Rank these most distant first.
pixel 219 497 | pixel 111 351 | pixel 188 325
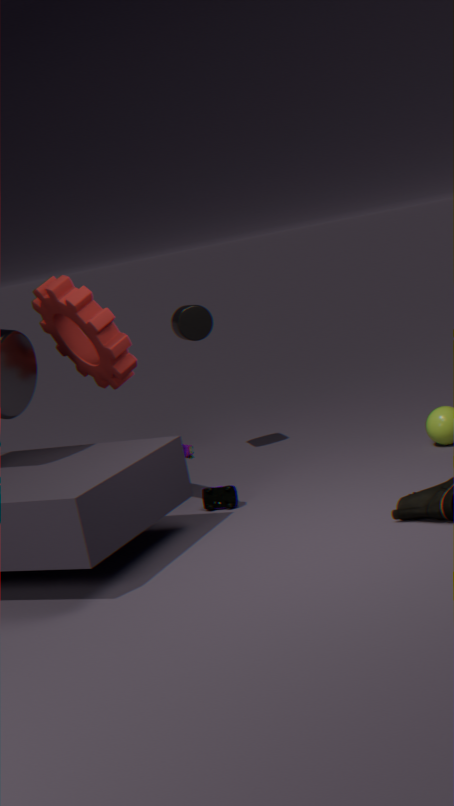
pixel 188 325 < pixel 219 497 < pixel 111 351
